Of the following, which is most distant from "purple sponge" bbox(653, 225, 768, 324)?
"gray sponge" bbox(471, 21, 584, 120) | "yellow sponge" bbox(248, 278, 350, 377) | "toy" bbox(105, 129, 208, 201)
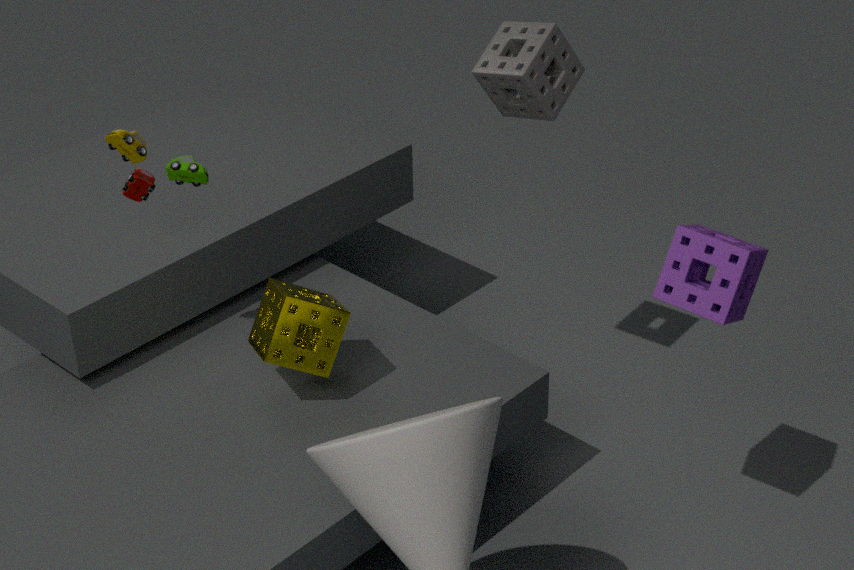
"toy" bbox(105, 129, 208, 201)
